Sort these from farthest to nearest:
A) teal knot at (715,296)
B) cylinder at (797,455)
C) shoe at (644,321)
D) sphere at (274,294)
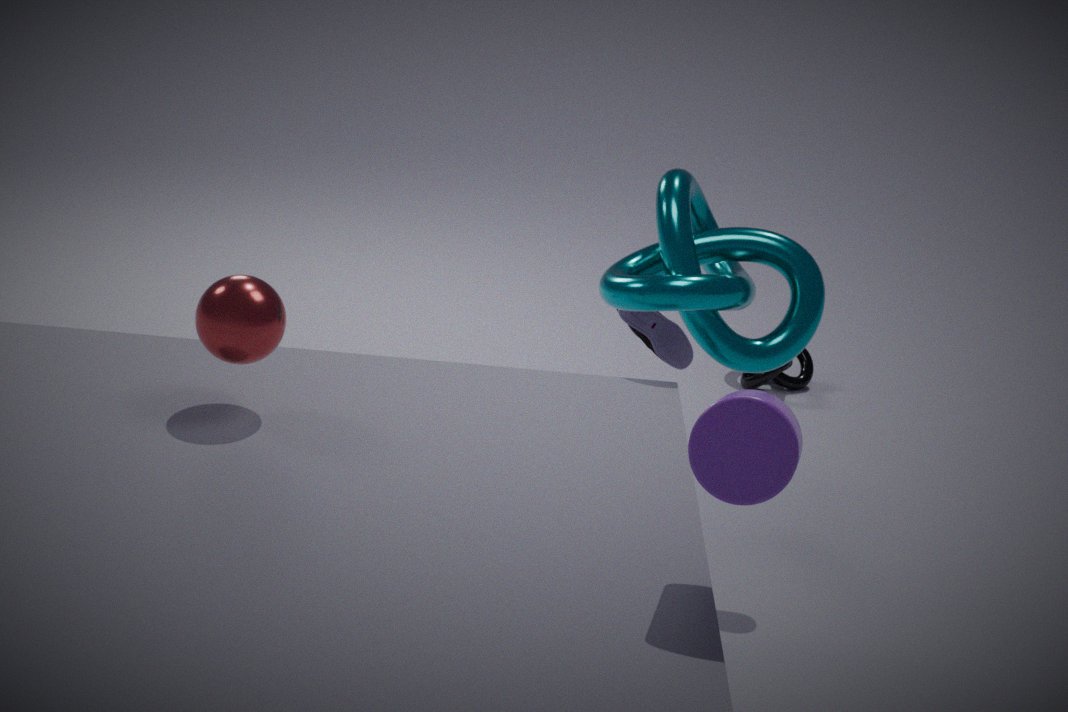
1. shoe at (644,321)
2. teal knot at (715,296)
3. sphere at (274,294)
4. cylinder at (797,455)
